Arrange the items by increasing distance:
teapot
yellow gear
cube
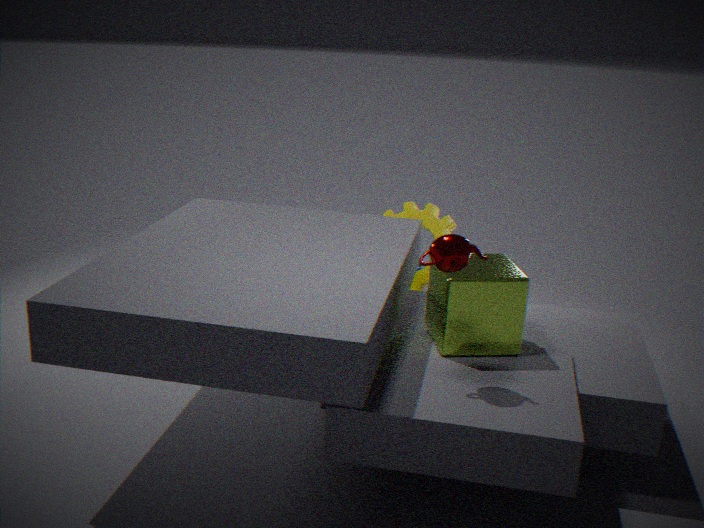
teapot < cube < yellow gear
